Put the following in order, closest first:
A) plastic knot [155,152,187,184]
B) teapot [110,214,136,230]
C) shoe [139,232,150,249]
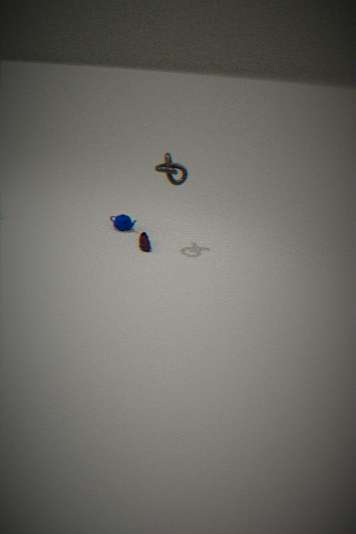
plastic knot [155,152,187,184], shoe [139,232,150,249], teapot [110,214,136,230]
